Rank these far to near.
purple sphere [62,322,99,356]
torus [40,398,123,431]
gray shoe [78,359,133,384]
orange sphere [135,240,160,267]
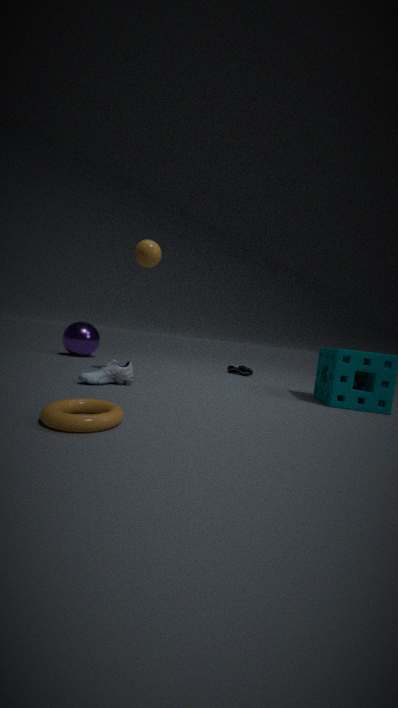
purple sphere [62,322,99,356]
orange sphere [135,240,160,267]
gray shoe [78,359,133,384]
torus [40,398,123,431]
